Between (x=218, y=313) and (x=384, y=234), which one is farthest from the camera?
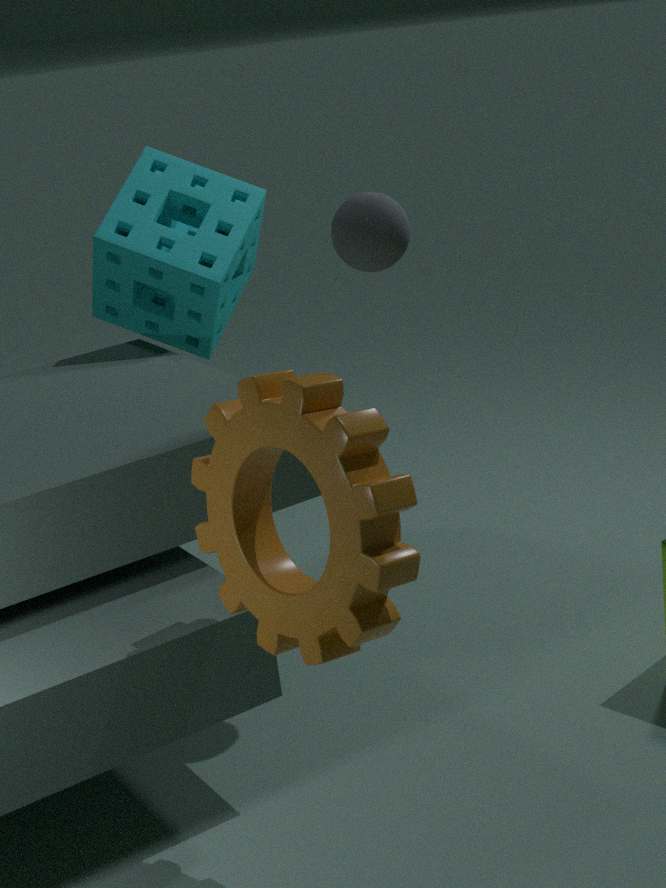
(x=218, y=313)
